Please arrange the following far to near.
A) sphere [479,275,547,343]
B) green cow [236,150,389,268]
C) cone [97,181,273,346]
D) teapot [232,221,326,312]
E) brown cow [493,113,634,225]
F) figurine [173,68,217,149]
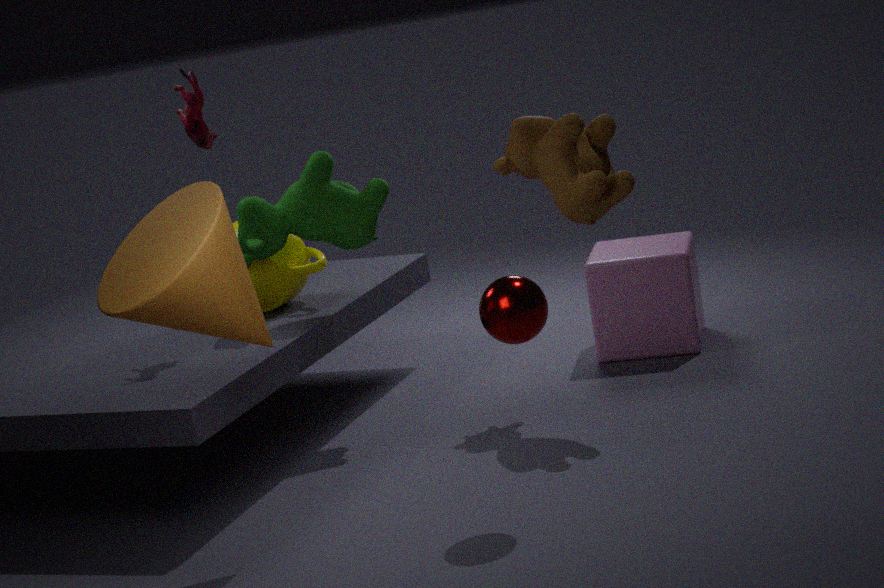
teapot [232,221,326,312] < green cow [236,150,389,268] < figurine [173,68,217,149] < brown cow [493,113,634,225] < sphere [479,275,547,343] < cone [97,181,273,346]
